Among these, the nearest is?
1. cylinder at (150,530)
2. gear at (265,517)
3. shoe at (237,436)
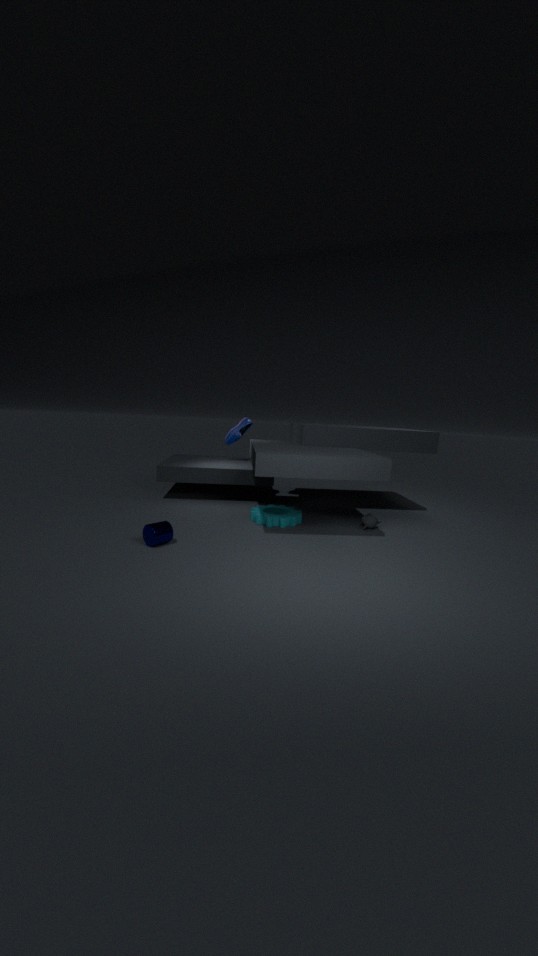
cylinder at (150,530)
